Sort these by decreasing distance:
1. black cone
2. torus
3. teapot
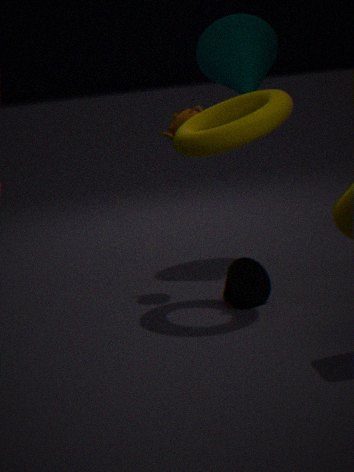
teapot < black cone < torus
